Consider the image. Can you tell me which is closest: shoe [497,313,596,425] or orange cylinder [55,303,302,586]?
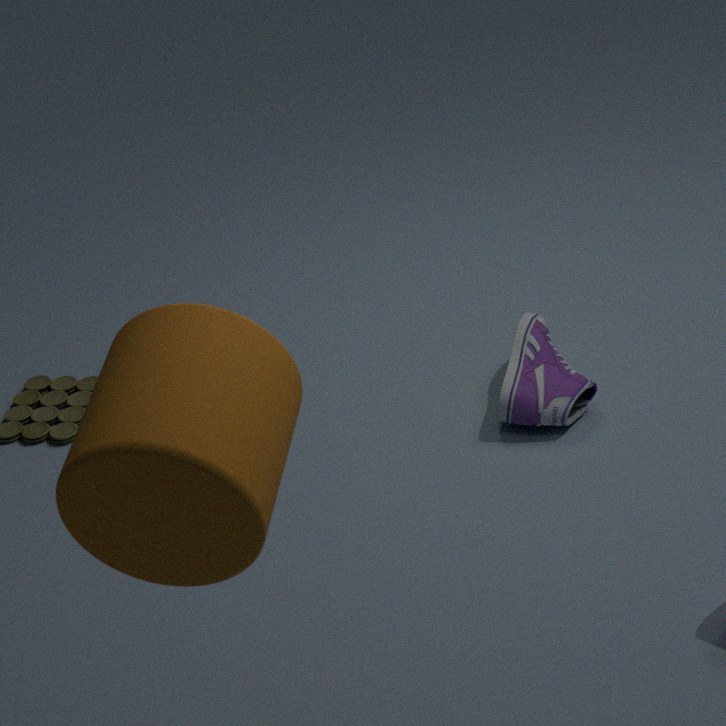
orange cylinder [55,303,302,586]
